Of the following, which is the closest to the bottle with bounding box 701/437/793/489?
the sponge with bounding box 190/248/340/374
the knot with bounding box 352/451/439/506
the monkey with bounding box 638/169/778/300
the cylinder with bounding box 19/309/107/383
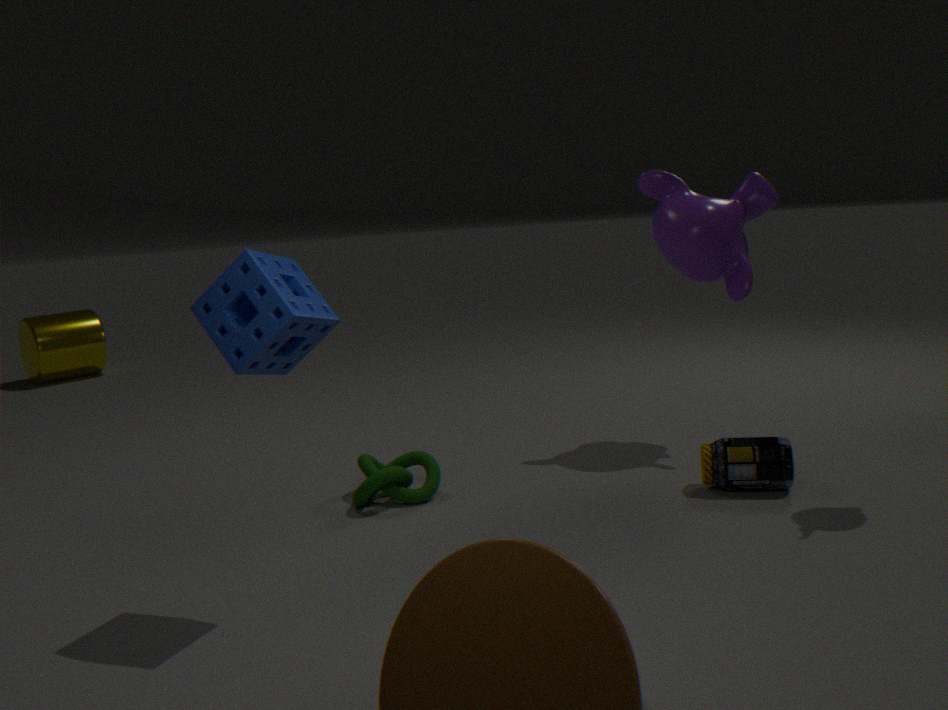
the monkey with bounding box 638/169/778/300
